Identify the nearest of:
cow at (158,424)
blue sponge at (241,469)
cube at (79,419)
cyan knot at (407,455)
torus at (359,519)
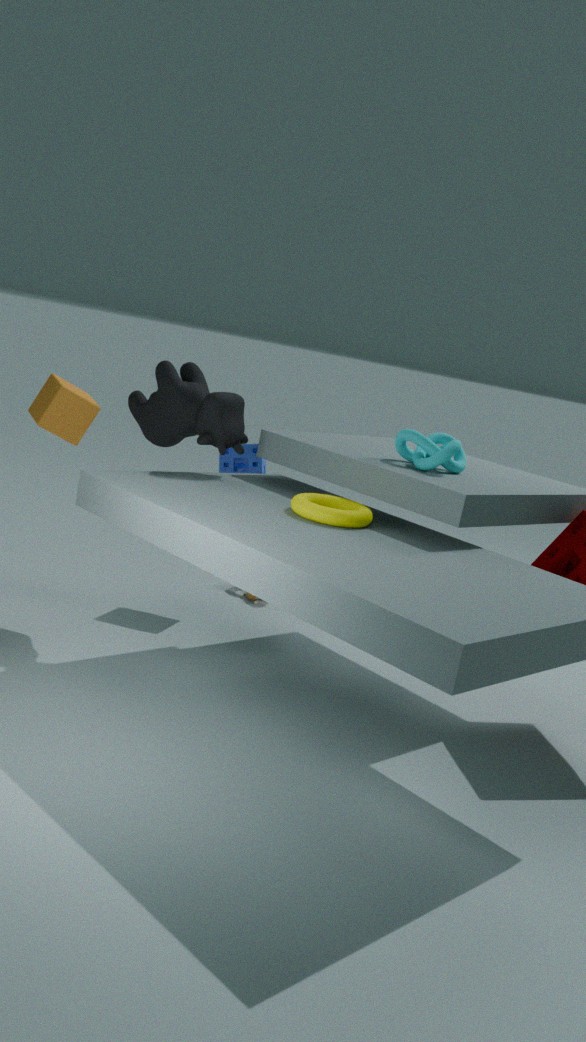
torus at (359,519)
